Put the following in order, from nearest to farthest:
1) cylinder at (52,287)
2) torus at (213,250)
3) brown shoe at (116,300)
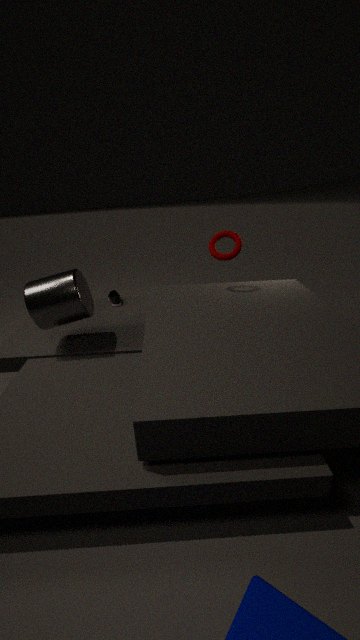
1. cylinder at (52,287) → 2. torus at (213,250) → 3. brown shoe at (116,300)
